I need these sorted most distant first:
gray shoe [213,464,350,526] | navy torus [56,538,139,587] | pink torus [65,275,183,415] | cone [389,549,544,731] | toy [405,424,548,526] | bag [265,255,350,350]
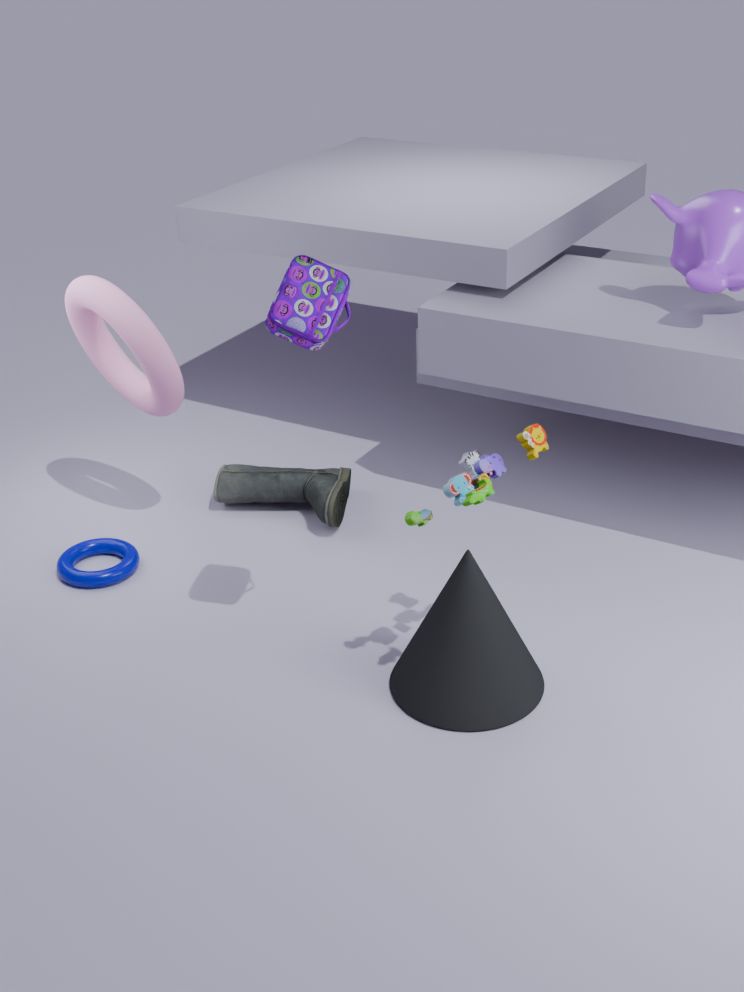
gray shoe [213,464,350,526]
navy torus [56,538,139,587]
pink torus [65,275,183,415]
cone [389,549,544,731]
toy [405,424,548,526]
bag [265,255,350,350]
